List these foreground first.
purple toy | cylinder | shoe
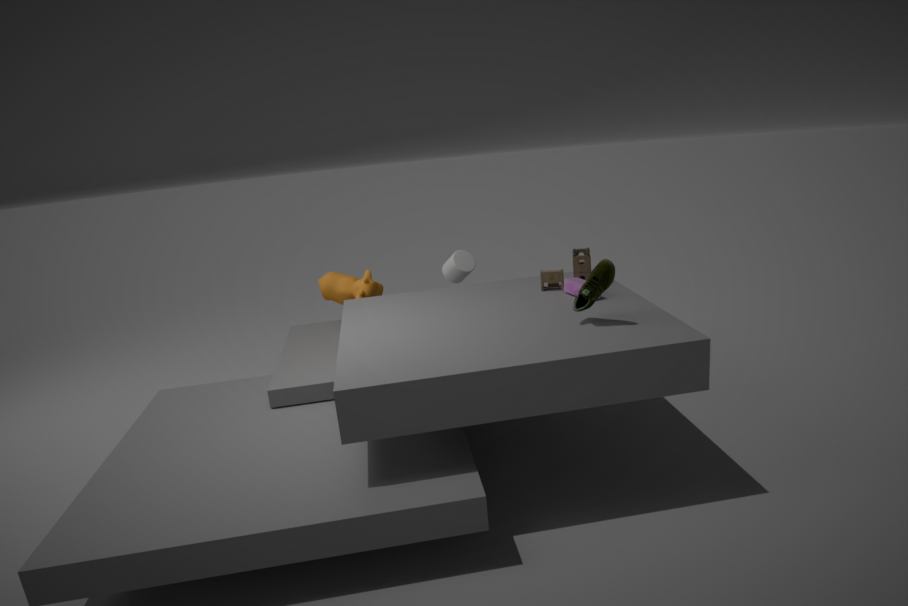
1. shoe
2. purple toy
3. cylinder
